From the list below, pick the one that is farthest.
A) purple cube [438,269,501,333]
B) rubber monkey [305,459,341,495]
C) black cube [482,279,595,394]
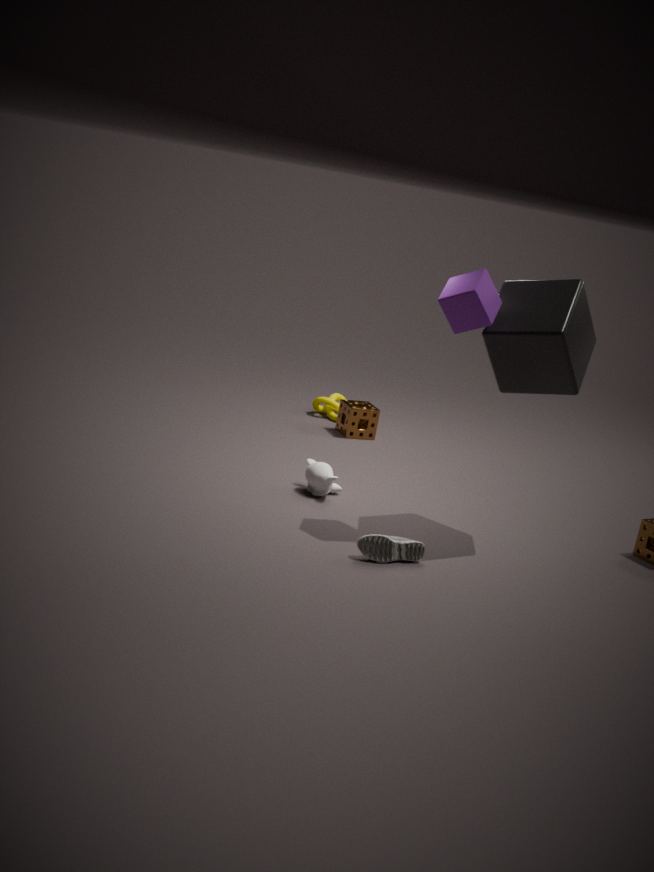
rubber monkey [305,459,341,495]
